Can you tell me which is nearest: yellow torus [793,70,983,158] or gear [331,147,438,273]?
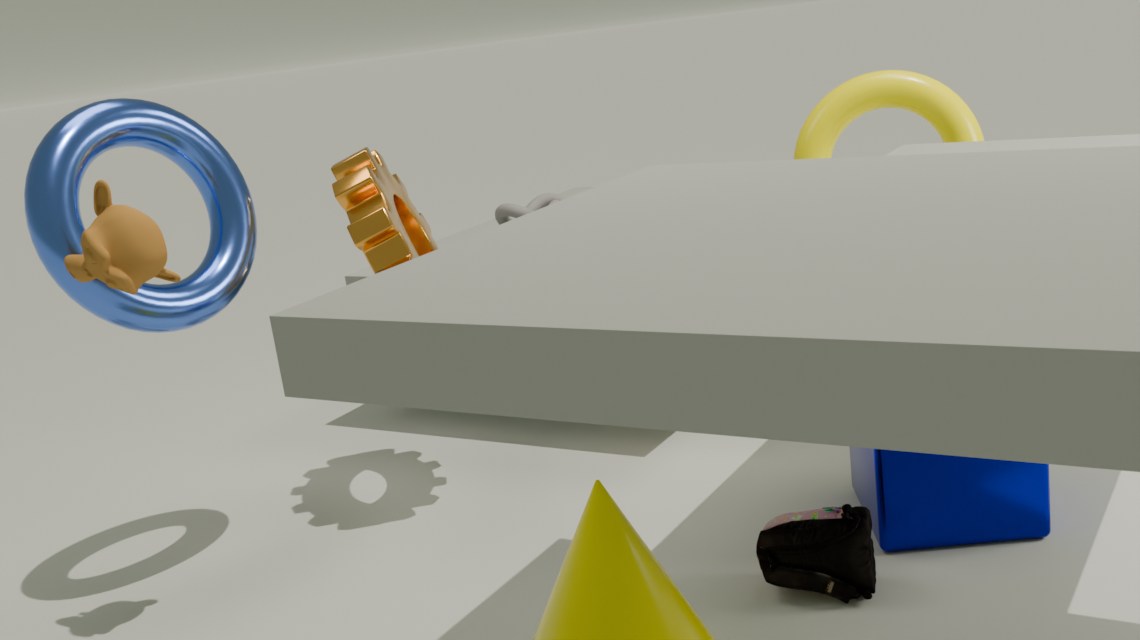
gear [331,147,438,273]
